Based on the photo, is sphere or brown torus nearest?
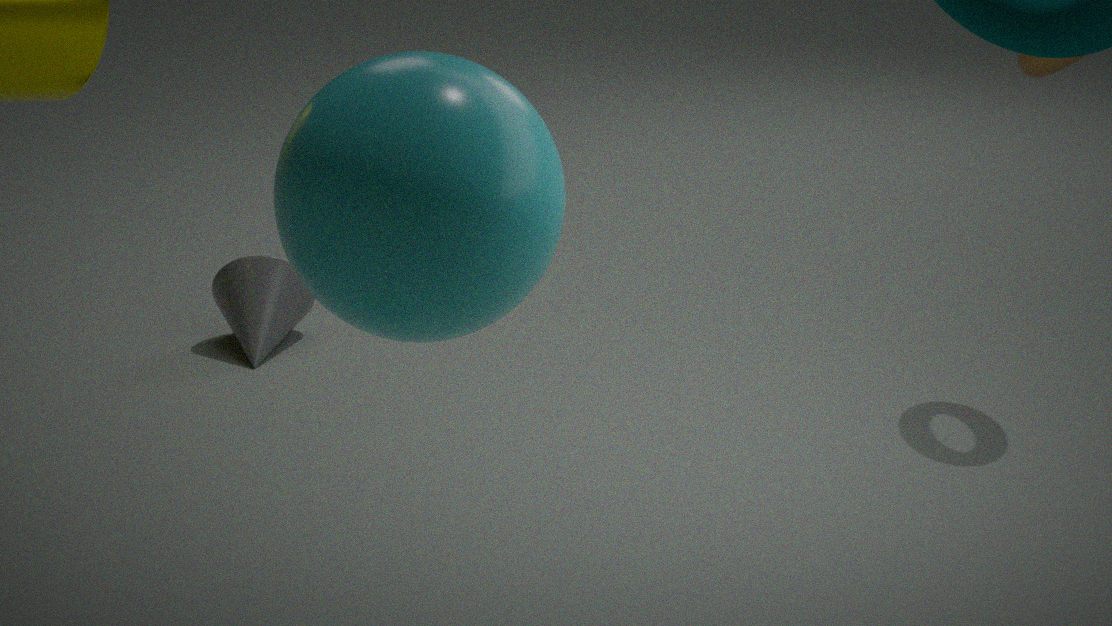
sphere
